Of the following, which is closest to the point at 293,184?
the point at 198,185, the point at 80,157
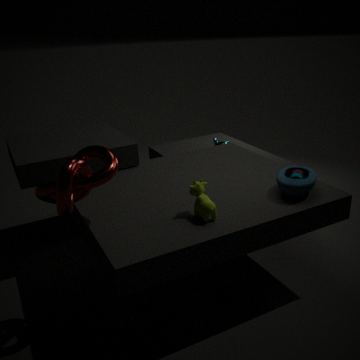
the point at 198,185
